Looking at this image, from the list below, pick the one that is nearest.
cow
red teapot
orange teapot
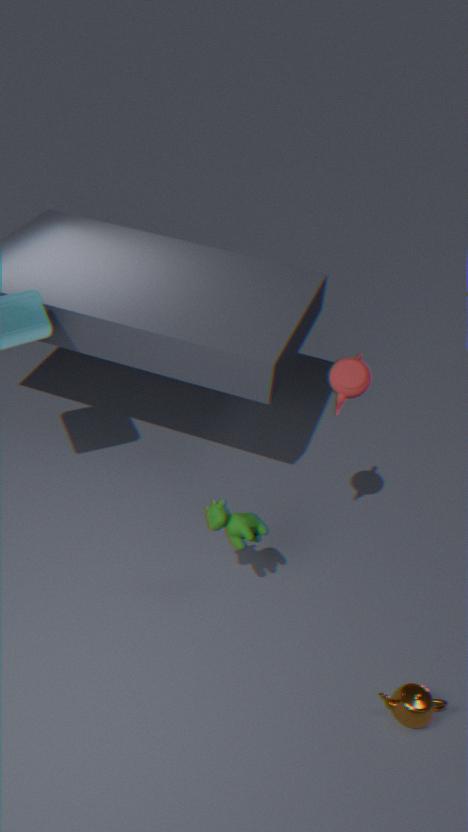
orange teapot
